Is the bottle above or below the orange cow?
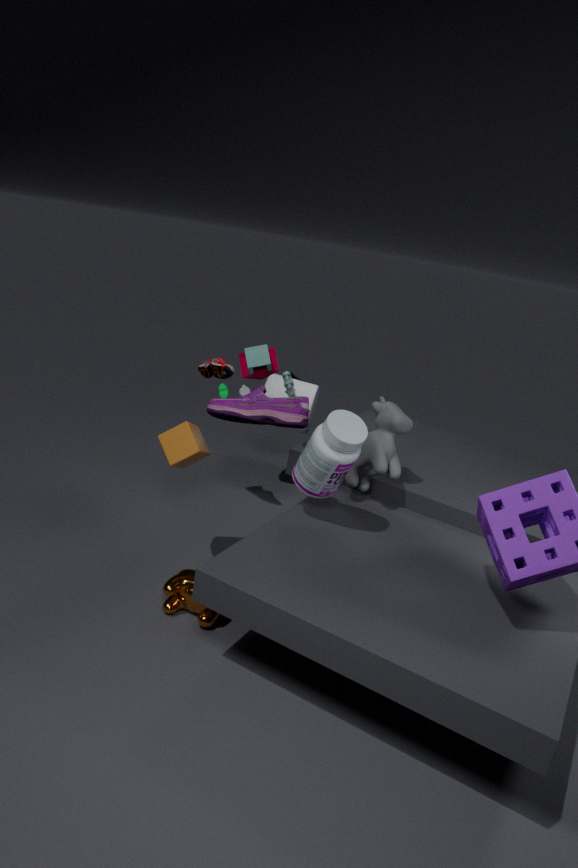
above
